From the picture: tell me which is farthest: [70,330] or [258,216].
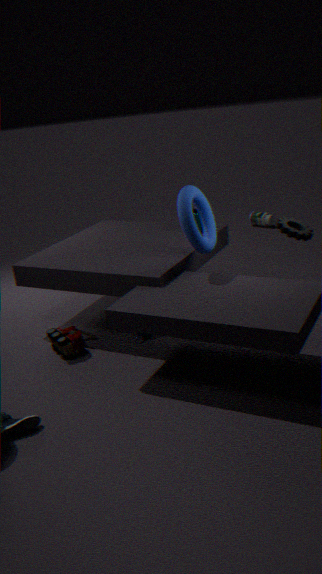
[258,216]
